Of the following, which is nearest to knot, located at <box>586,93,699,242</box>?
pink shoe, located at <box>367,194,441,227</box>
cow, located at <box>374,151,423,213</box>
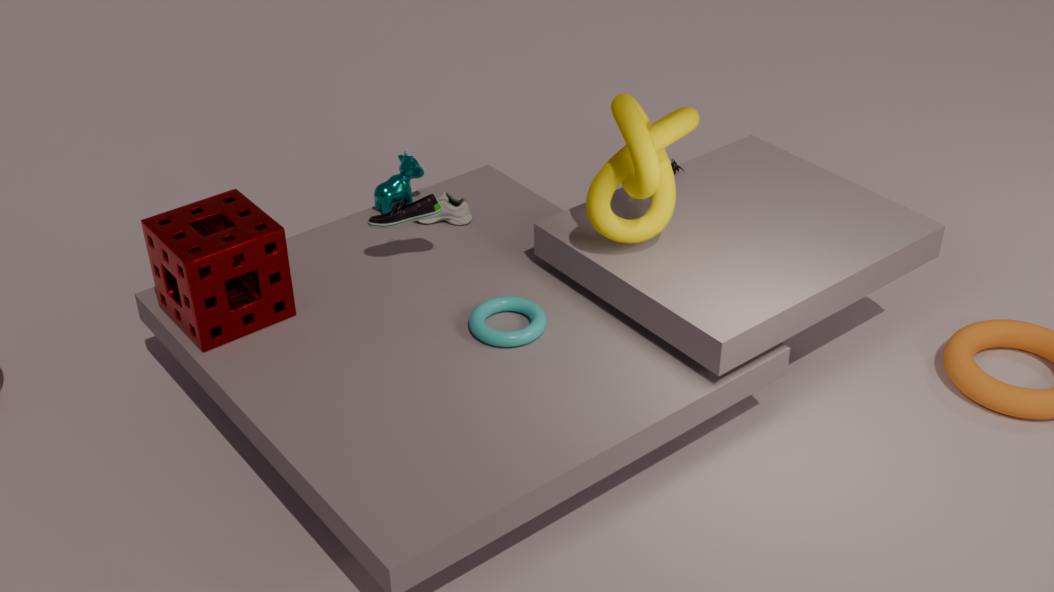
pink shoe, located at <box>367,194,441,227</box>
